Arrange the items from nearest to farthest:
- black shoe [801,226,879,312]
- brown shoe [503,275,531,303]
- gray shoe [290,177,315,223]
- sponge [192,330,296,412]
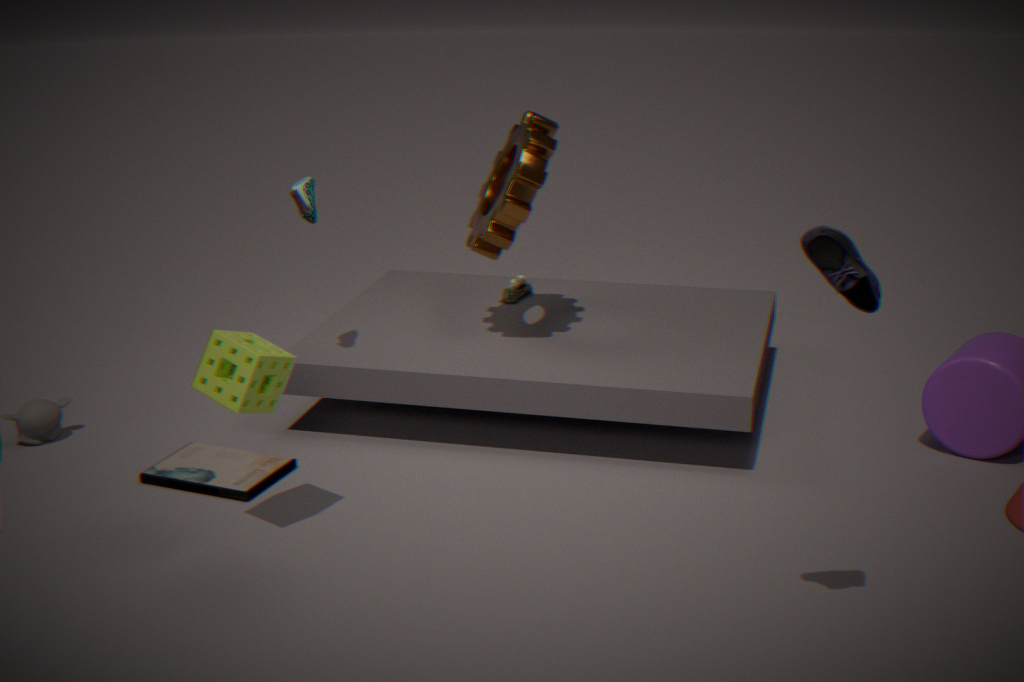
black shoe [801,226,879,312], sponge [192,330,296,412], gray shoe [290,177,315,223], brown shoe [503,275,531,303]
